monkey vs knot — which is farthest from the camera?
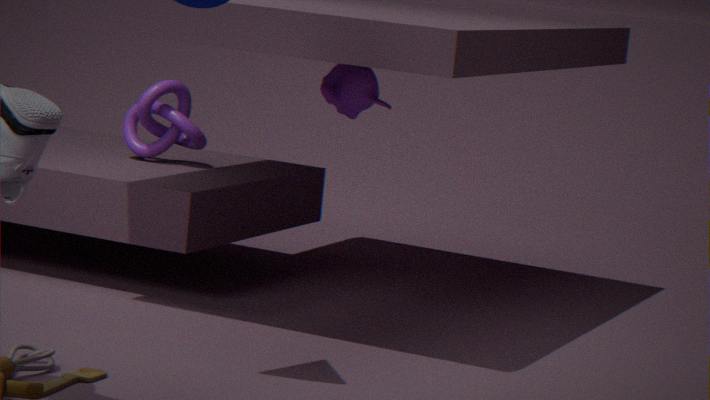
knot
